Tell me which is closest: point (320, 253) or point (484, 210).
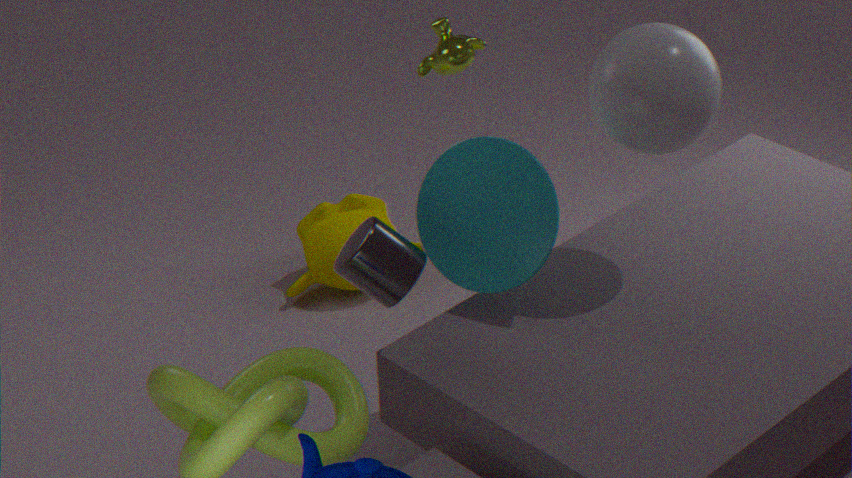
point (484, 210)
